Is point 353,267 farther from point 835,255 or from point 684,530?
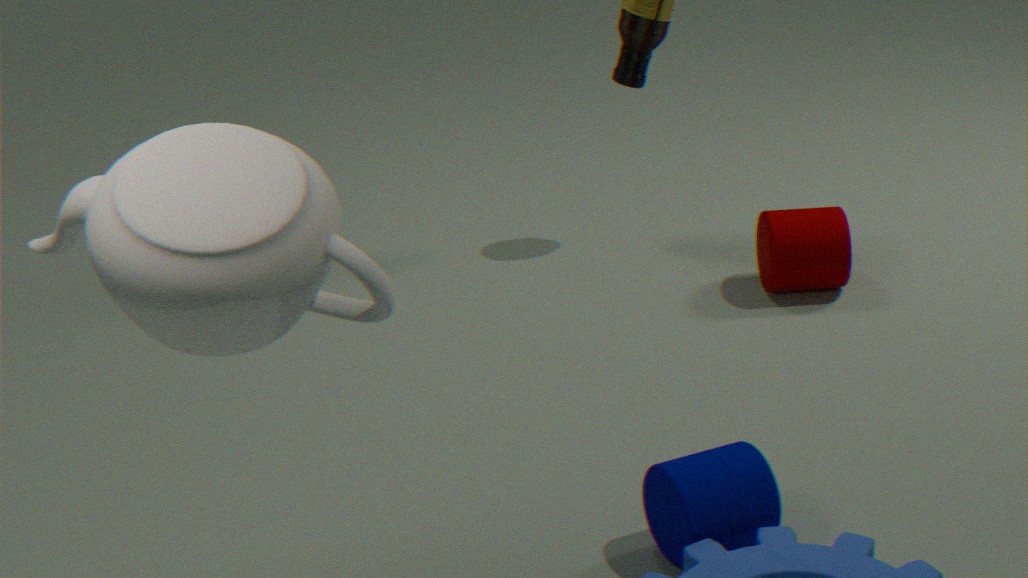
point 835,255
